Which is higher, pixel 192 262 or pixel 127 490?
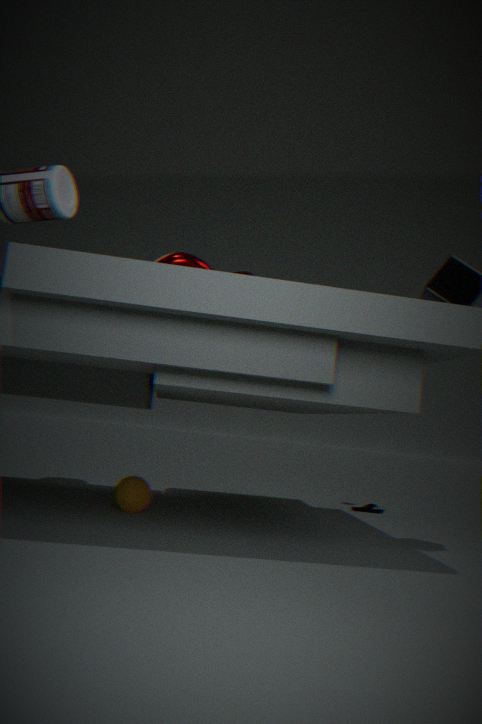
pixel 192 262
